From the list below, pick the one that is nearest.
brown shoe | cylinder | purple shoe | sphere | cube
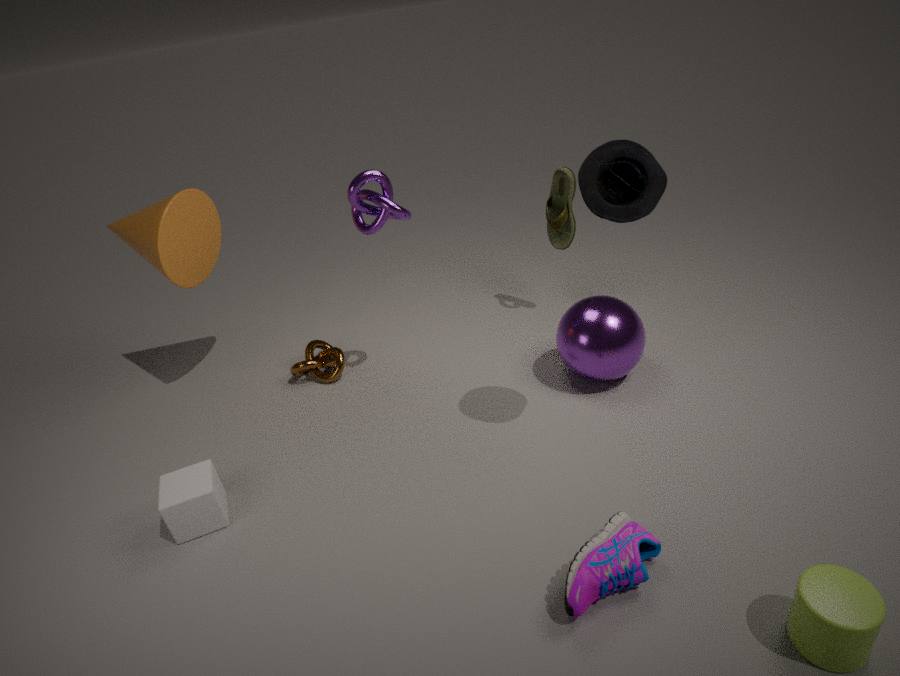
cylinder
